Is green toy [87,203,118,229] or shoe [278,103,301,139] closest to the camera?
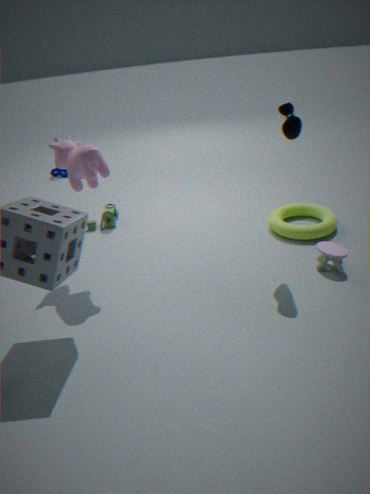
shoe [278,103,301,139]
